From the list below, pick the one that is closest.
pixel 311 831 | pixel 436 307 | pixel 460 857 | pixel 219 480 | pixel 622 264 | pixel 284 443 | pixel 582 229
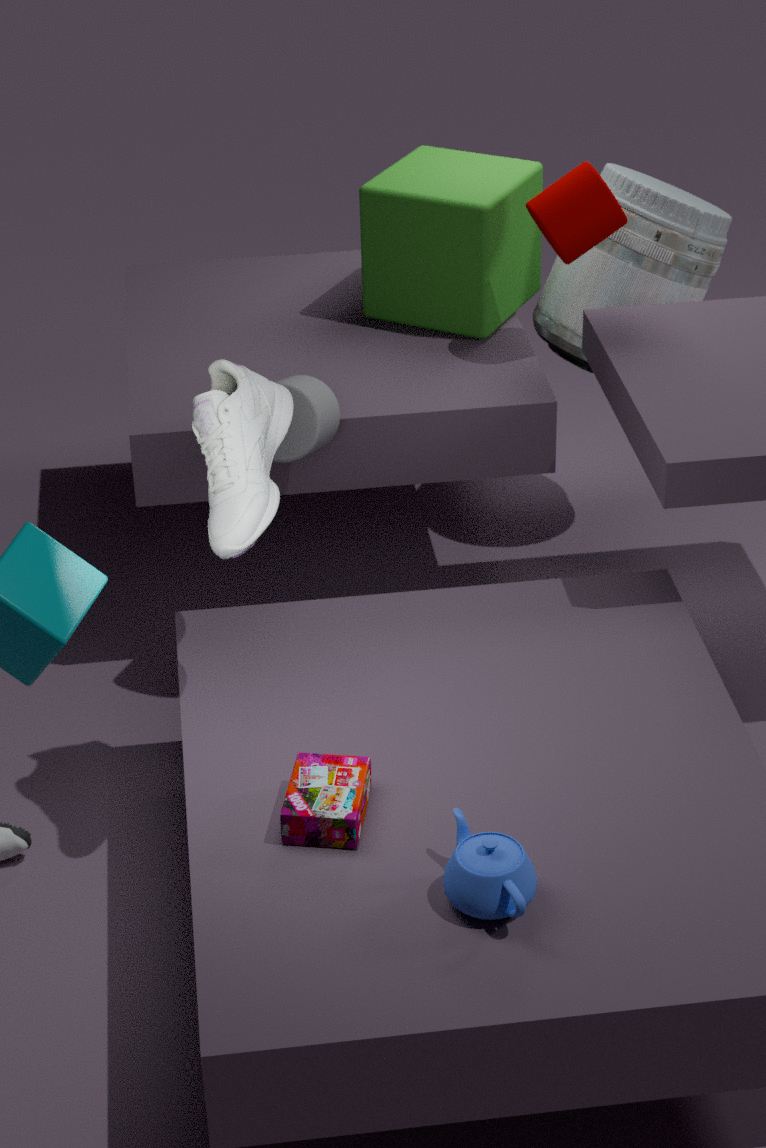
pixel 460 857
